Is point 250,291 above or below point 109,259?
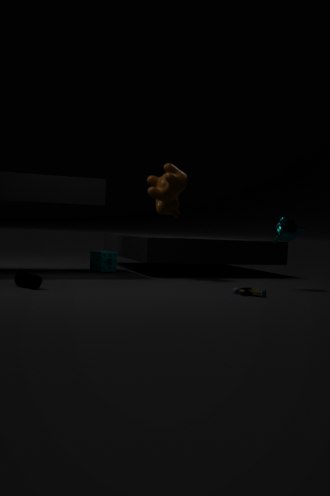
below
